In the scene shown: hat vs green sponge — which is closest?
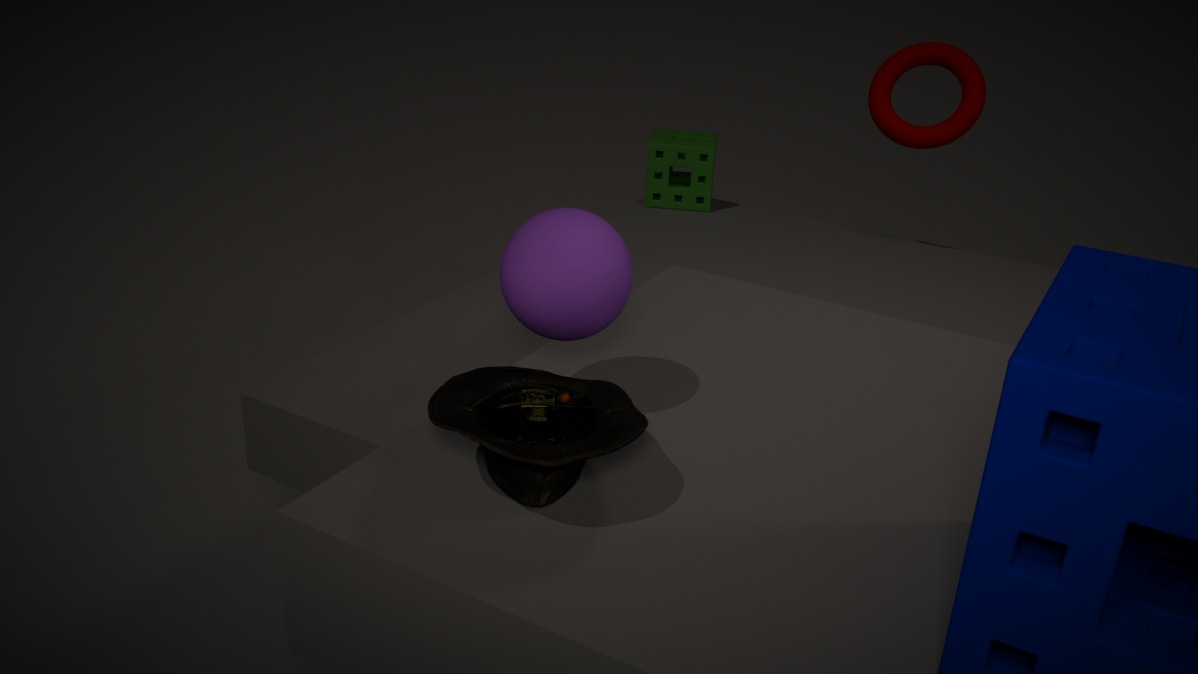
hat
